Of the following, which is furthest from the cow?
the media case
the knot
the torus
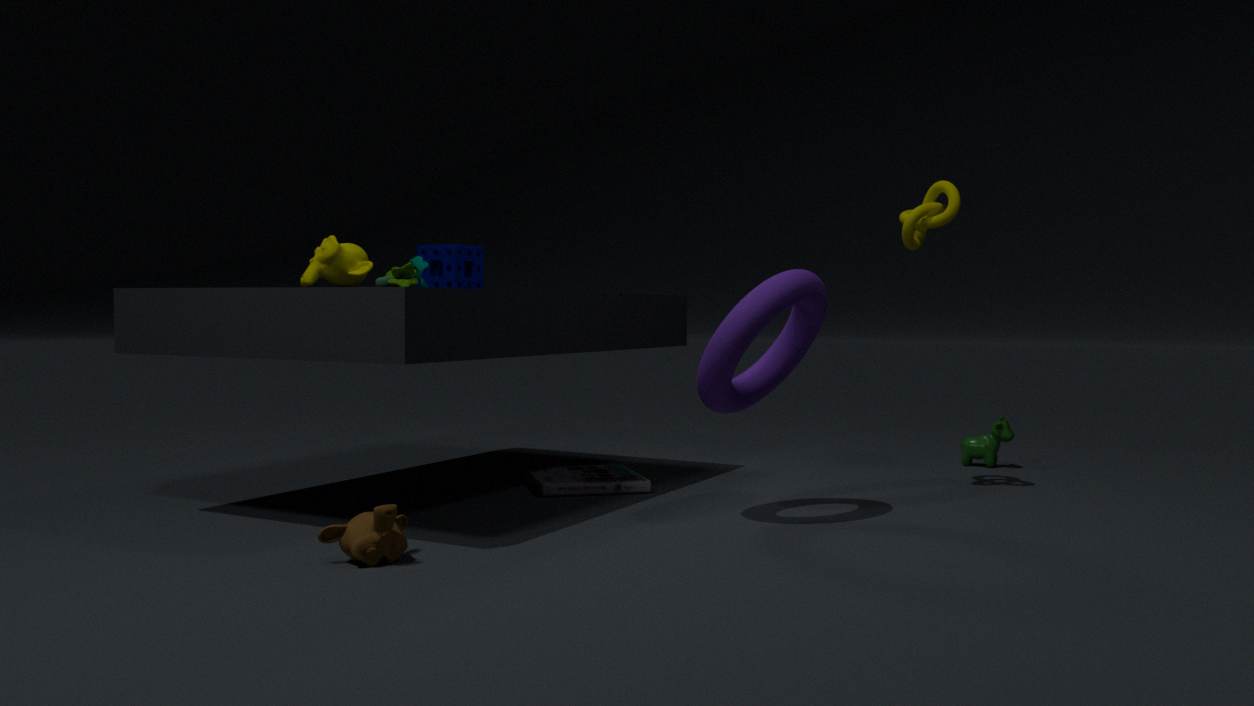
the media case
